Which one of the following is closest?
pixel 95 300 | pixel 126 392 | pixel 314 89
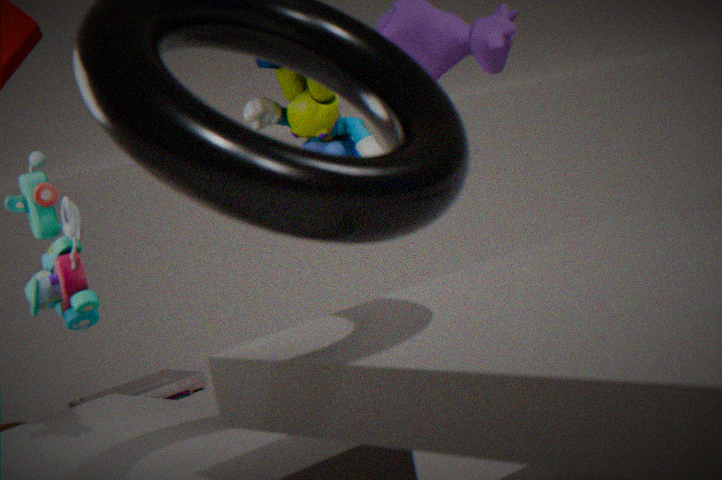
pixel 95 300
